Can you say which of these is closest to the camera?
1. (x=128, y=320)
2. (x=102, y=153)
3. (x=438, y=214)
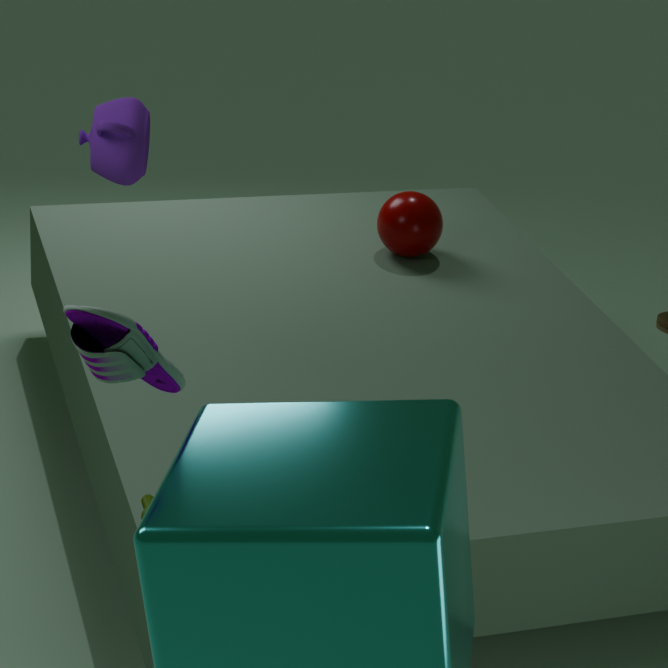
(x=128, y=320)
